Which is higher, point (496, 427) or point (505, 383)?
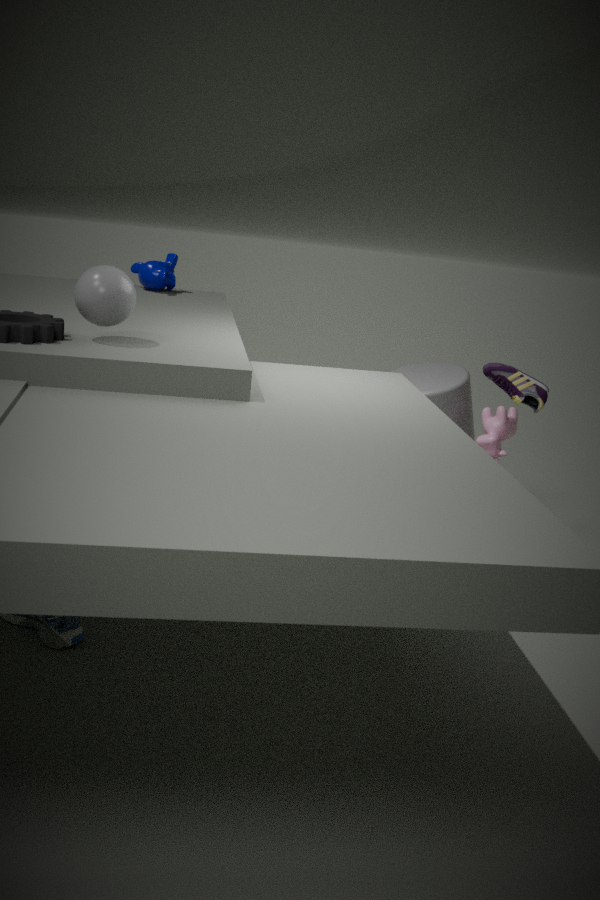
point (505, 383)
